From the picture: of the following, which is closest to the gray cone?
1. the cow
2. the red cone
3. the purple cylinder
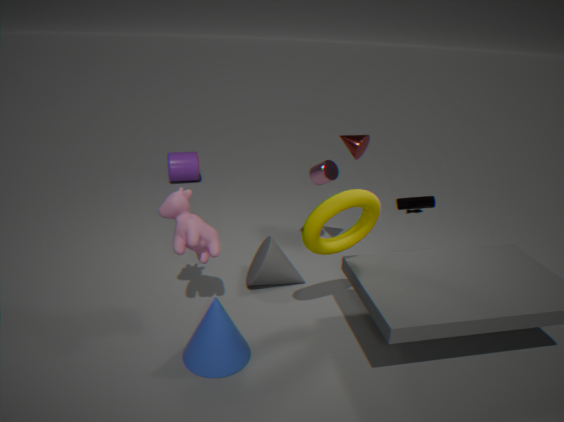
the cow
